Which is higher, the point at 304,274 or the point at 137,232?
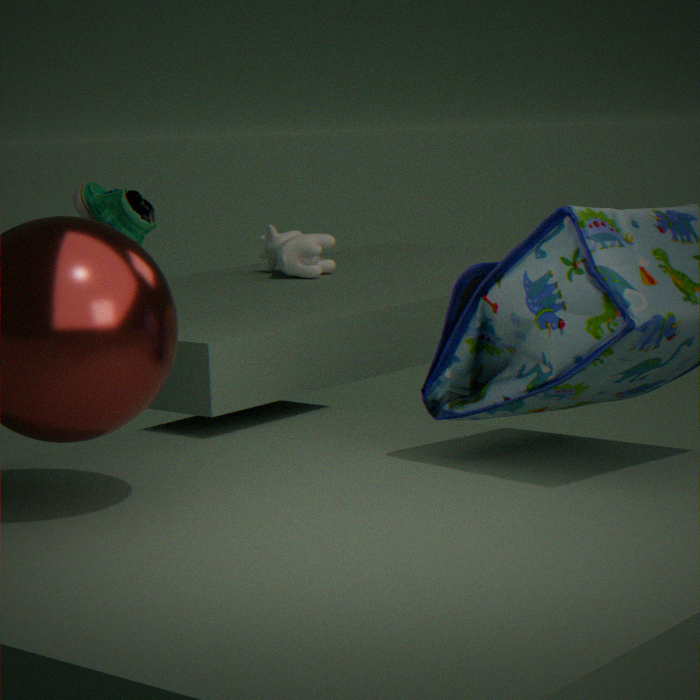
the point at 137,232
